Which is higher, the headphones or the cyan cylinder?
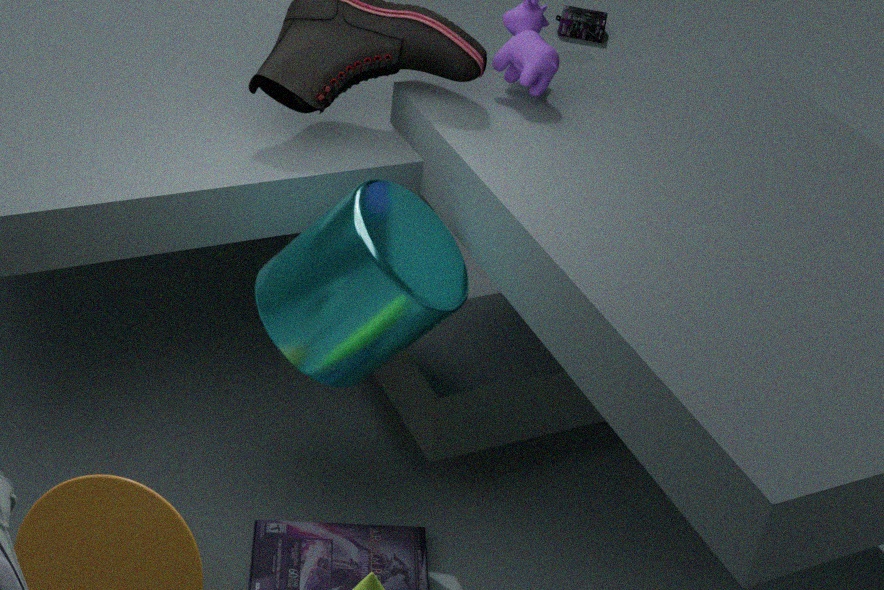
the cyan cylinder
